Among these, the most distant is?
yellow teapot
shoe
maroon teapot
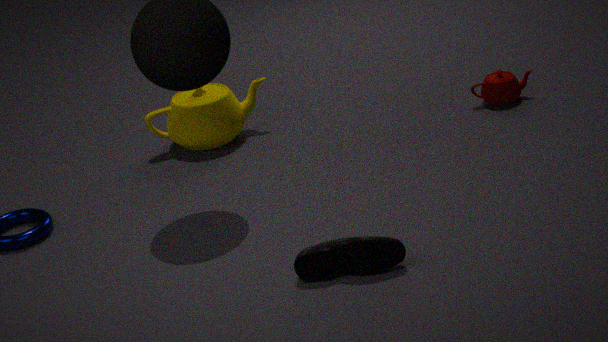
yellow teapot
